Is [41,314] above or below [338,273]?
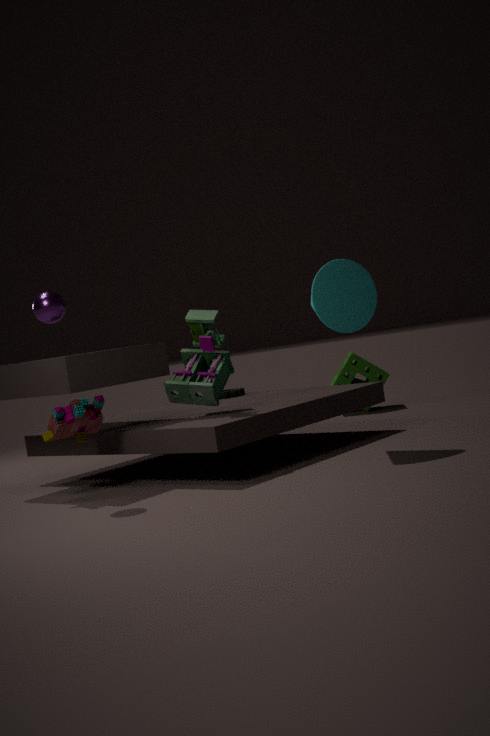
above
